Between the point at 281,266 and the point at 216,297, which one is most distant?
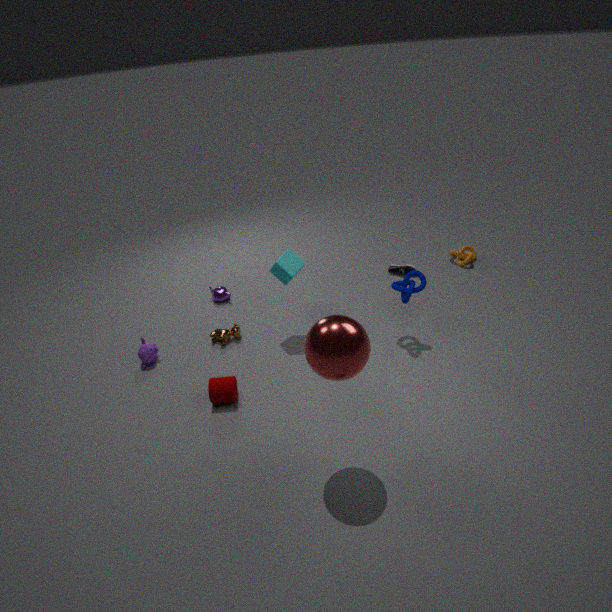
the point at 216,297
